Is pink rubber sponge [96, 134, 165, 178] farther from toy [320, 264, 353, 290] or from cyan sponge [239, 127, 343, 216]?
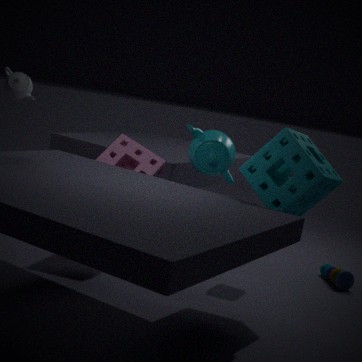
toy [320, 264, 353, 290]
